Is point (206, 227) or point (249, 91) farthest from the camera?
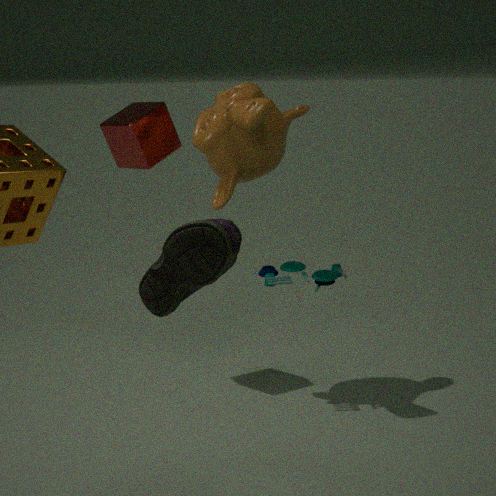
point (249, 91)
